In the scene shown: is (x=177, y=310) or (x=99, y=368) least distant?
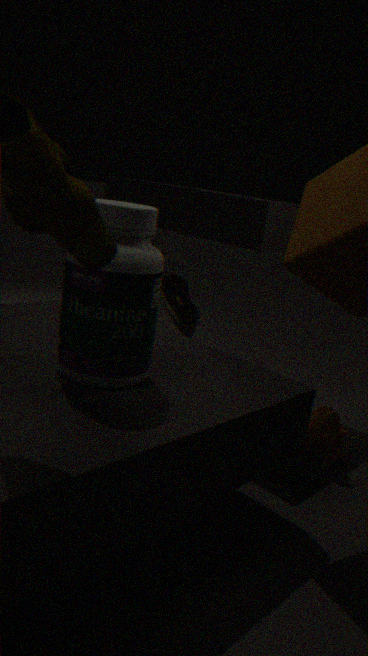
(x=99, y=368)
